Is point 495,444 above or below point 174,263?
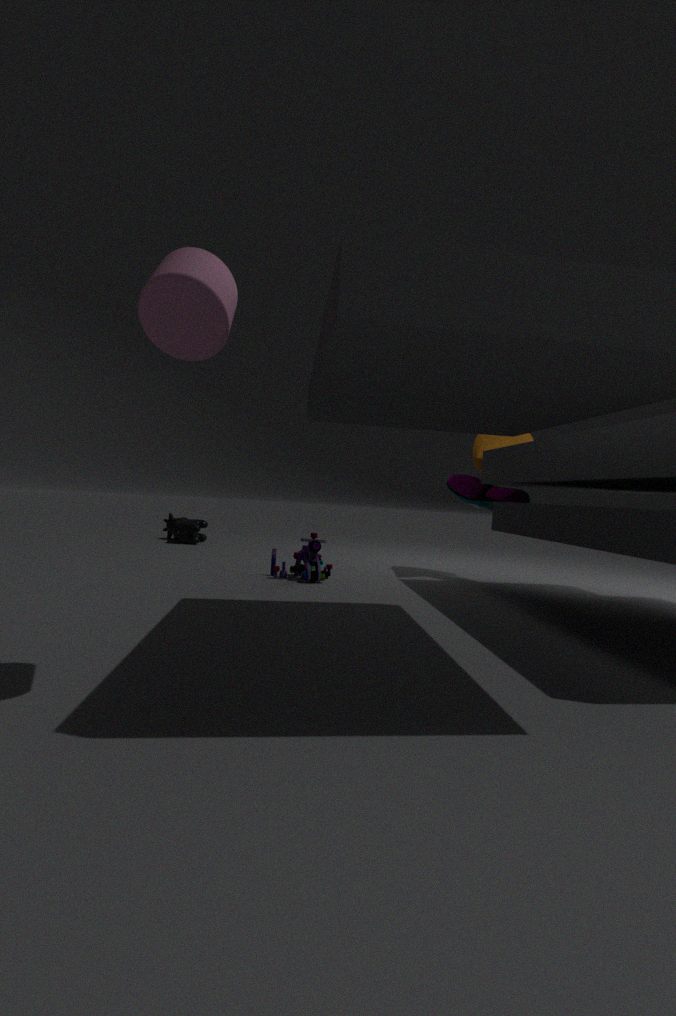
below
